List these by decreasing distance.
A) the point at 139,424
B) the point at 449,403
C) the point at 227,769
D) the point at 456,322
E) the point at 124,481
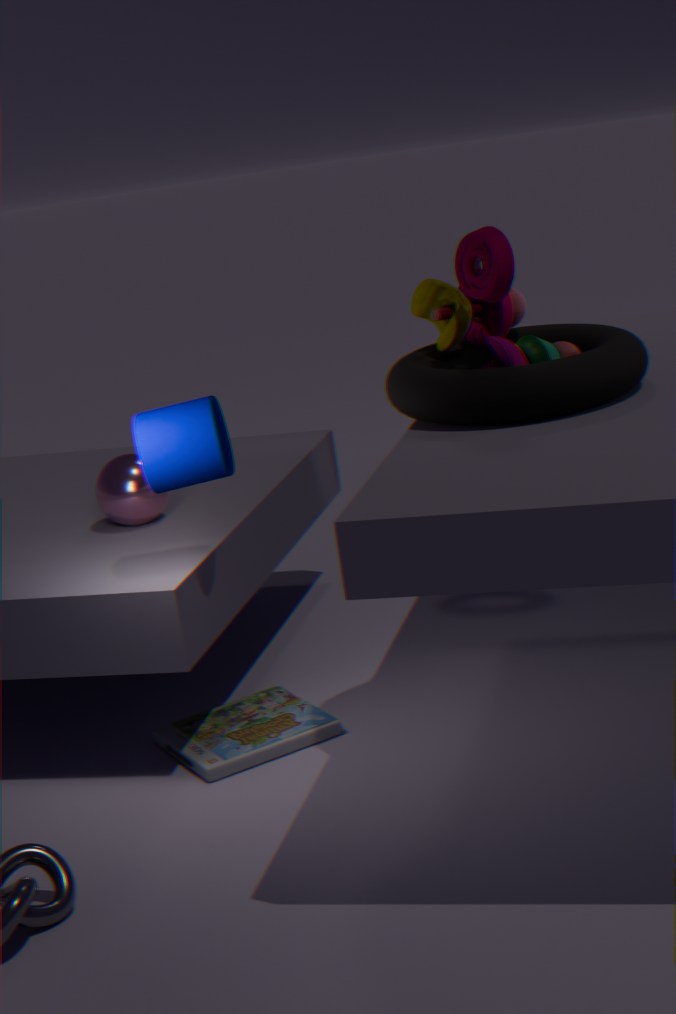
the point at 124,481, the point at 227,769, the point at 139,424, the point at 456,322, the point at 449,403
